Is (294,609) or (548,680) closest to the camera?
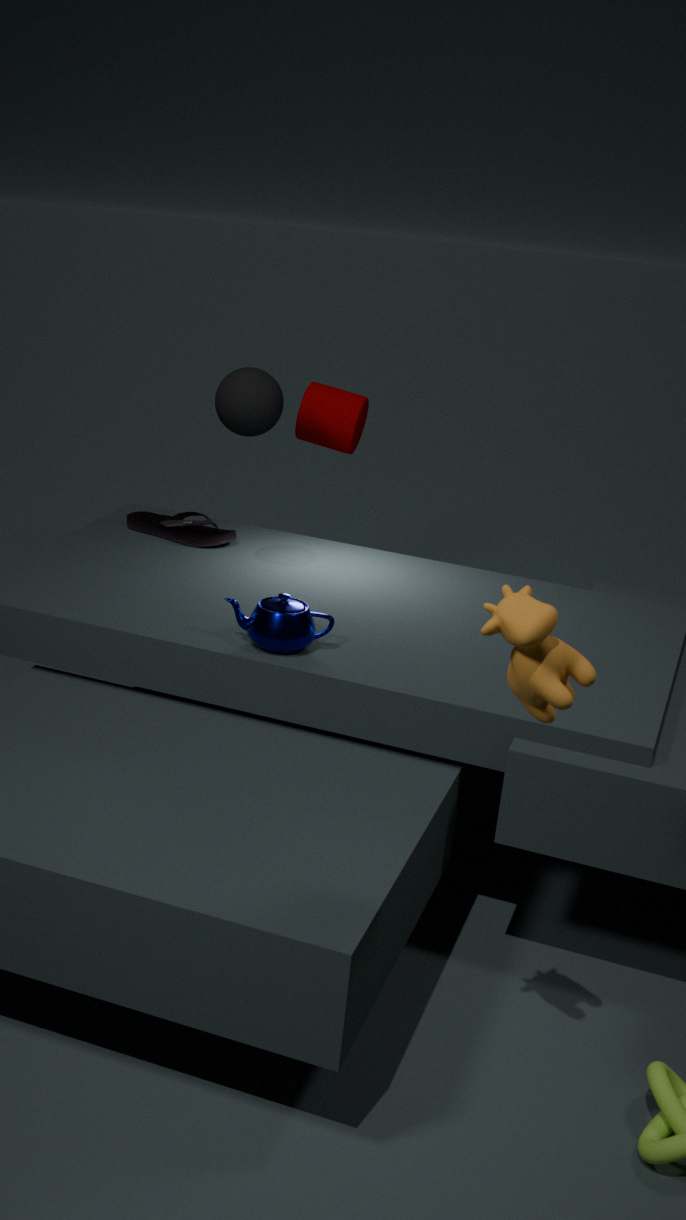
(548,680)
